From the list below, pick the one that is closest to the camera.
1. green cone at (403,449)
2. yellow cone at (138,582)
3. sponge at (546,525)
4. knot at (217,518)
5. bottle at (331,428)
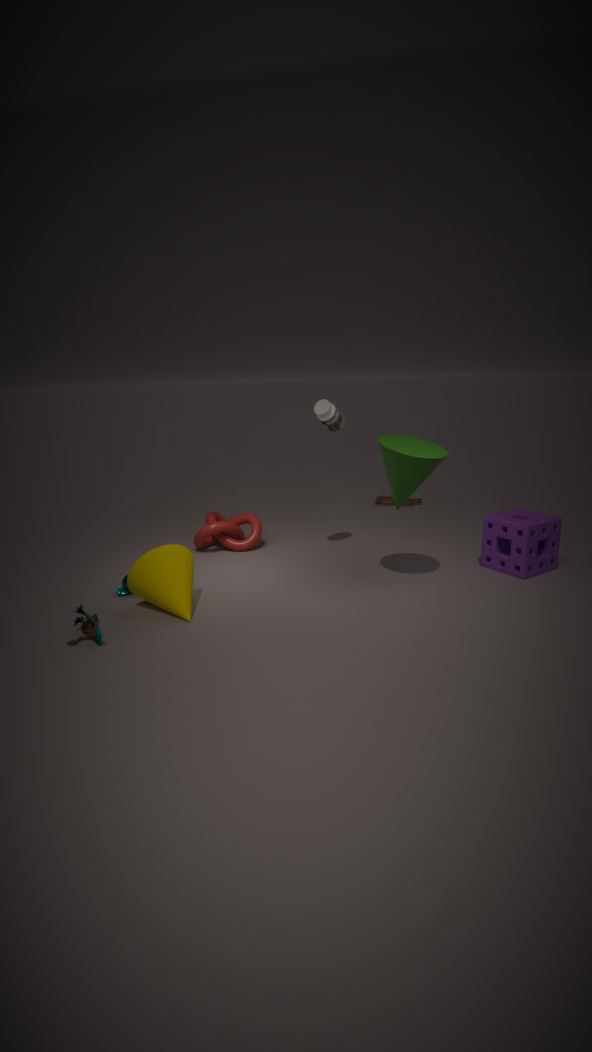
yellow cone at (138,582)
